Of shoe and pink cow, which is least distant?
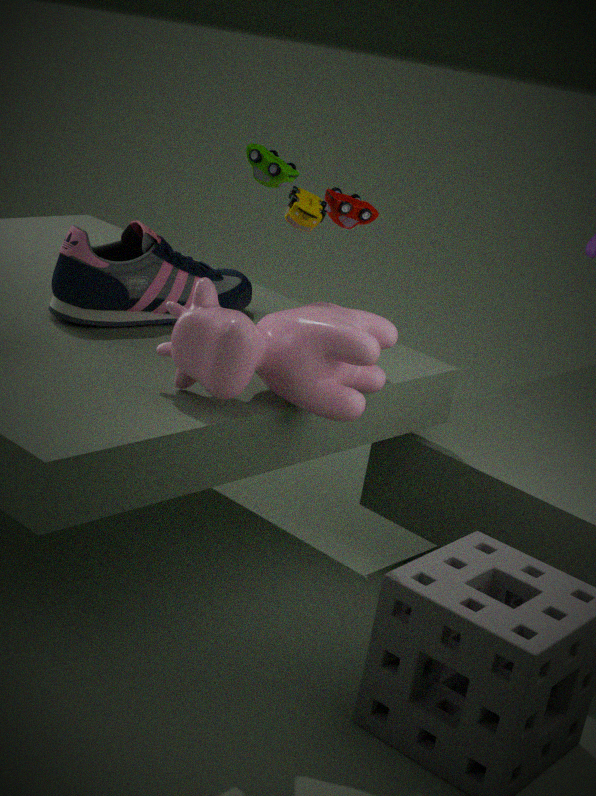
pink cow
